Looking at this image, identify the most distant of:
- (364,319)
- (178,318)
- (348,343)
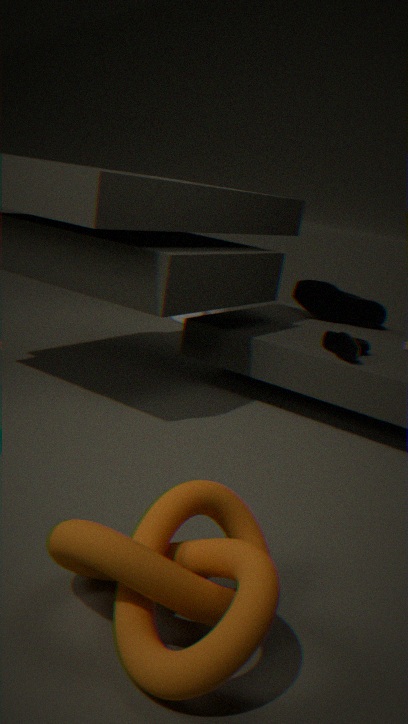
(178,318)
